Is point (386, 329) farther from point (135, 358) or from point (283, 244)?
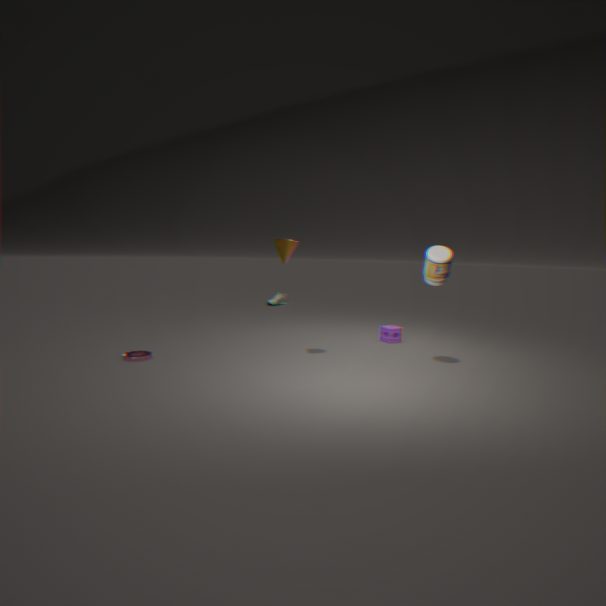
point (135, 358)
